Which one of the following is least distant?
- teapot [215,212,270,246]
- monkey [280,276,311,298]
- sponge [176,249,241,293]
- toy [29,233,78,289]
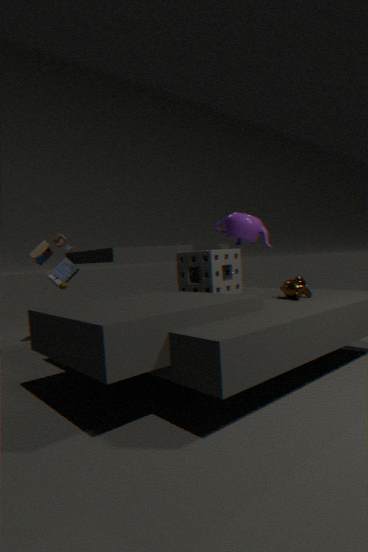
monkey [280,276,311,298]
